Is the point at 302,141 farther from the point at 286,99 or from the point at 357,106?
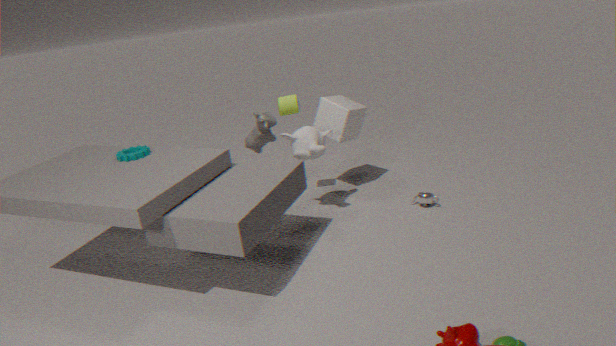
the point at 357,106
